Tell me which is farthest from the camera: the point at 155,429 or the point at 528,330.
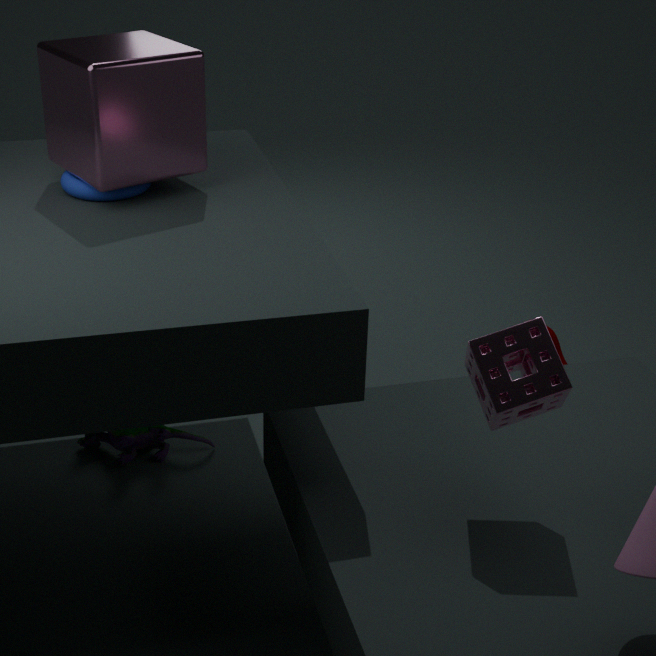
the point at 155,429
